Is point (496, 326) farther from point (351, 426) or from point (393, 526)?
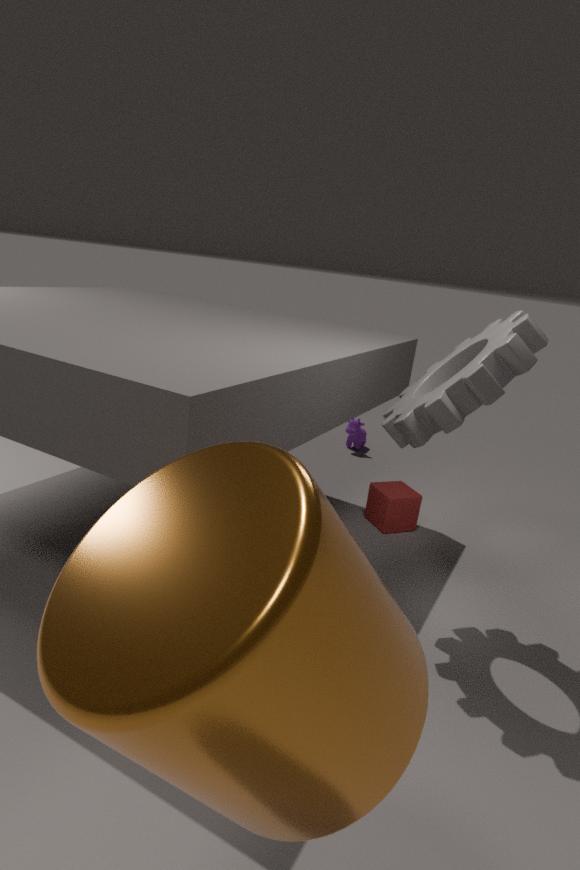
point (351, 426)
